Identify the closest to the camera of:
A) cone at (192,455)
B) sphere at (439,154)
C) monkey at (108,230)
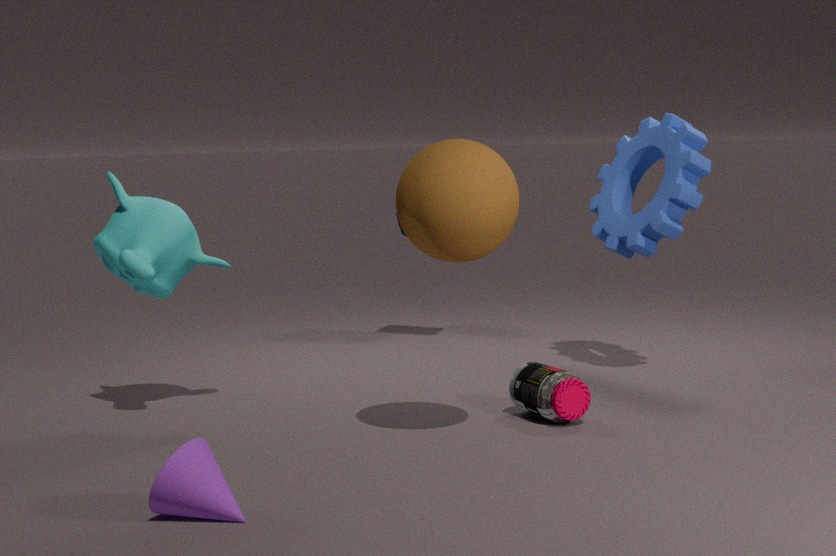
A. cone at (192,455)
